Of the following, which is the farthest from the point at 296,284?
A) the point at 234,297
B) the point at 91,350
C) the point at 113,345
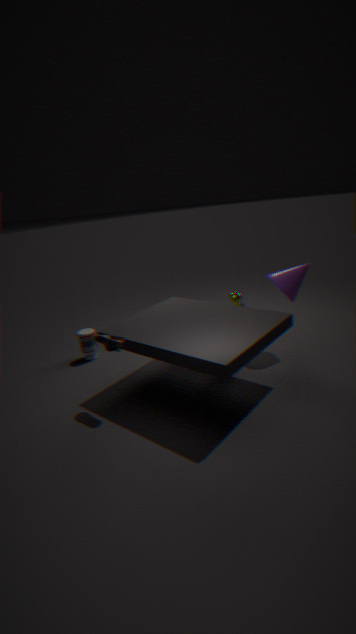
the point at 91,350
